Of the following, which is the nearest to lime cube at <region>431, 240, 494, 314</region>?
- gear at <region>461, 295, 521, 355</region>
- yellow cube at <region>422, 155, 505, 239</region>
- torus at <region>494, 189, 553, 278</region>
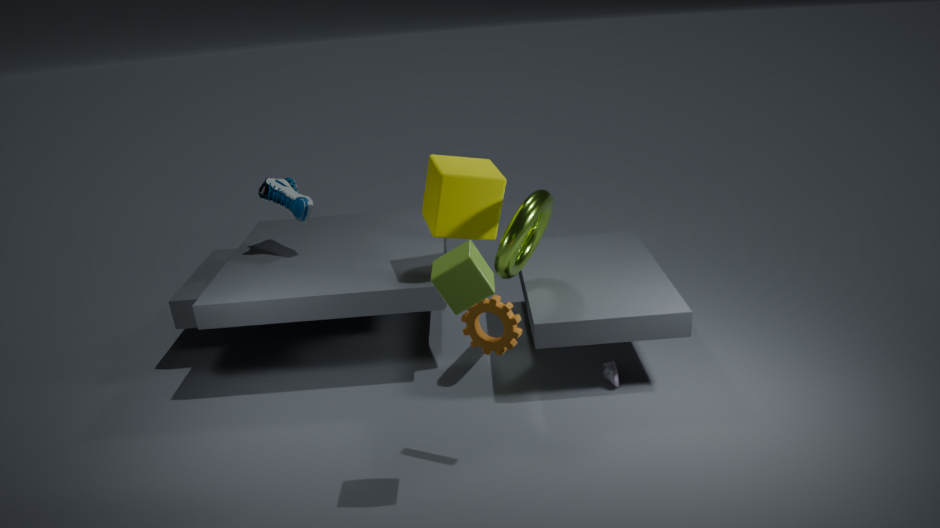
gear at <region>461, 295, 521, 355</region>
